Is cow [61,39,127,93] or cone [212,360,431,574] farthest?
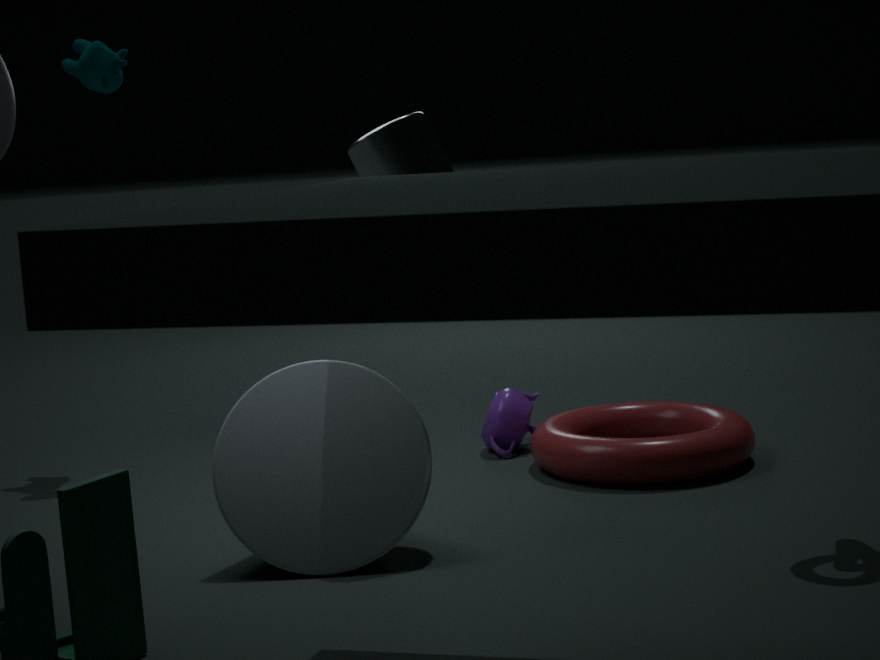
cow [61,39,127,93]
